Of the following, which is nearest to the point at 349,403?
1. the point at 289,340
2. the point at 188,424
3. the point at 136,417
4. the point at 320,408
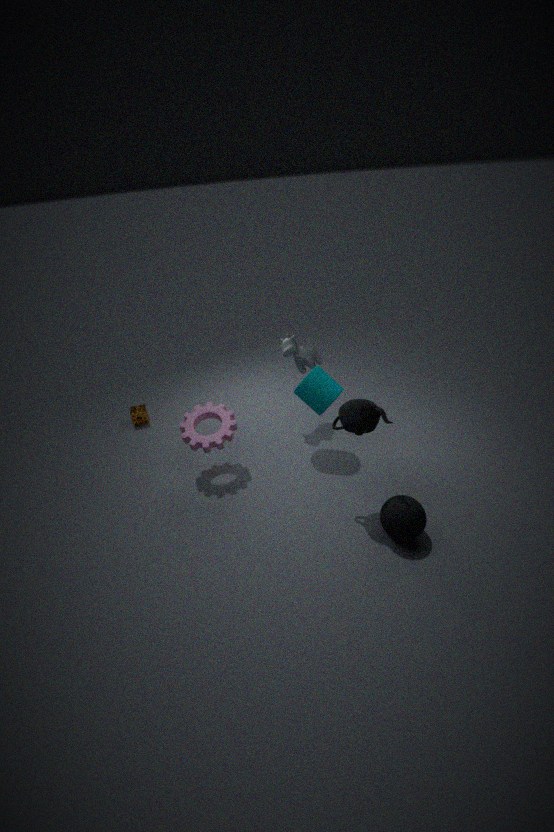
the point at 320,408
